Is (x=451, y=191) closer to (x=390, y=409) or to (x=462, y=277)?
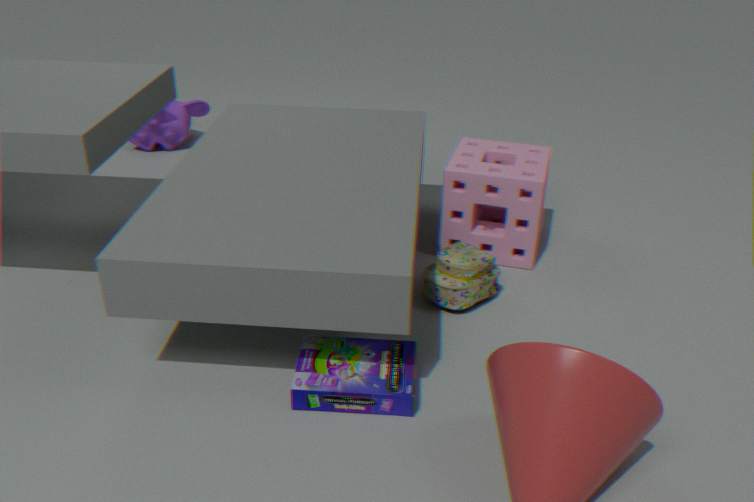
(x=462, y=277)
